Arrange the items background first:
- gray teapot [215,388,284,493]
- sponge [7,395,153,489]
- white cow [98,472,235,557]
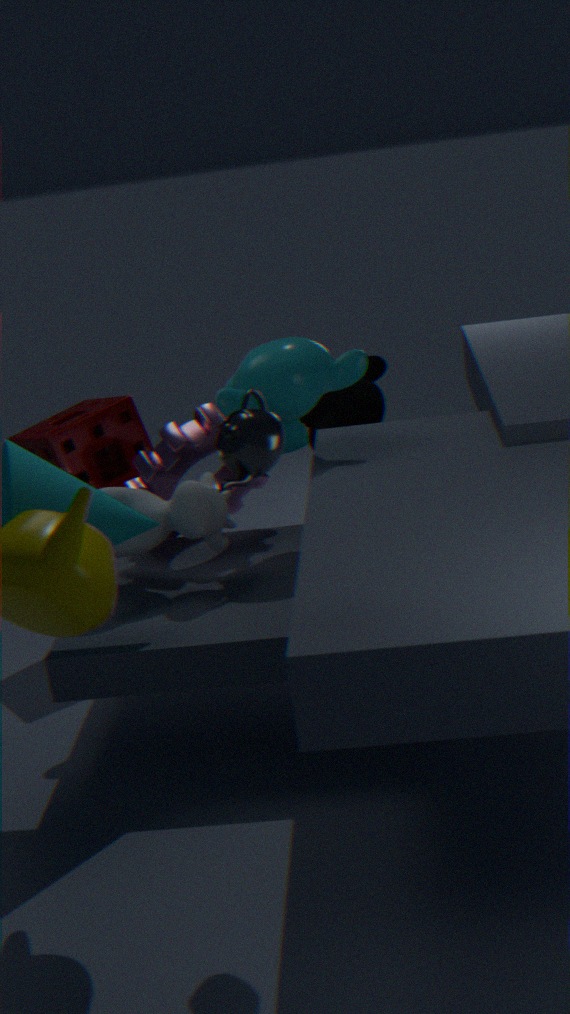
sponge [7,395,153,489]
white cow [98,472,235,557]
gray teapot [215,388,284,493]
